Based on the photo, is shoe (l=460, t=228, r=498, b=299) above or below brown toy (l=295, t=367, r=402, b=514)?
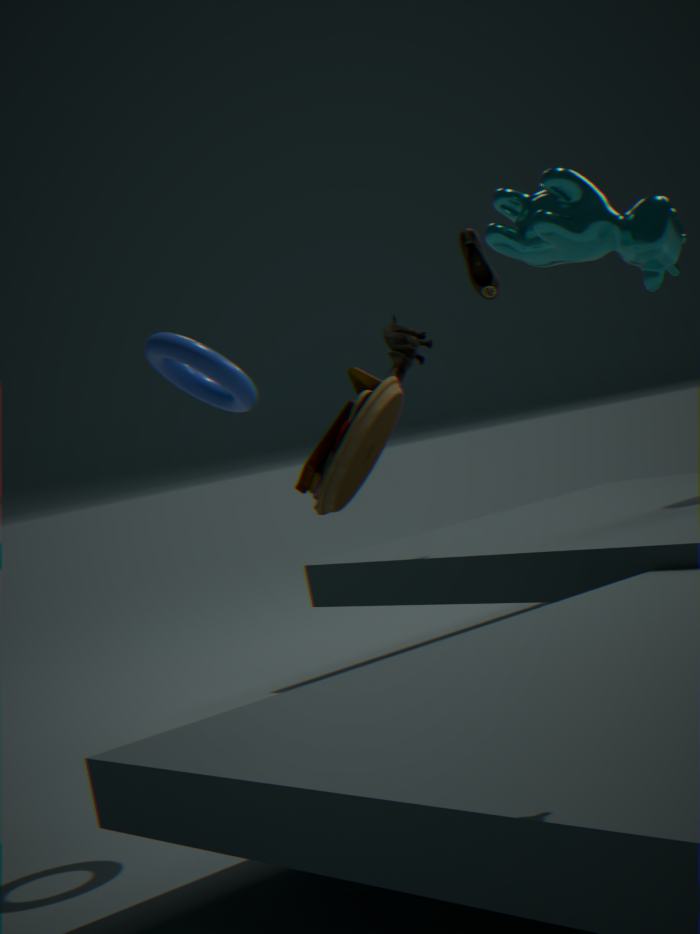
above
